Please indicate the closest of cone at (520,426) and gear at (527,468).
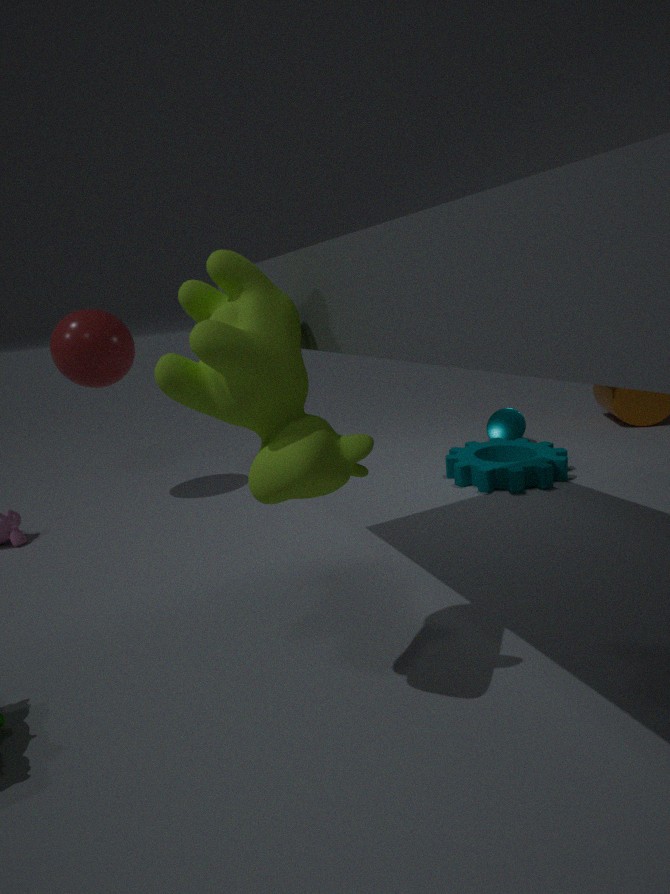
gear at (527,468)
